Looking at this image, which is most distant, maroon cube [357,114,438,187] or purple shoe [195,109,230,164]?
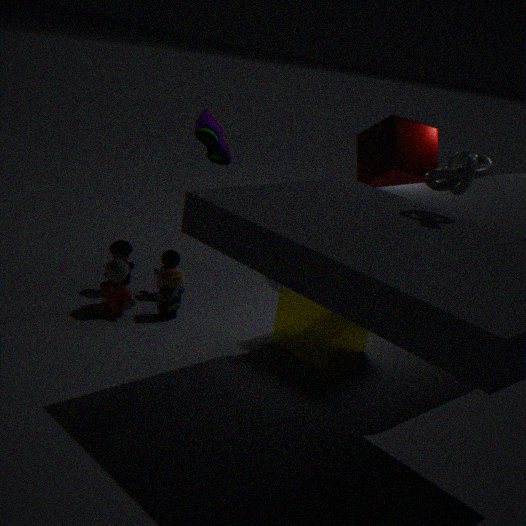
maroon cube [357,114,438,187]
